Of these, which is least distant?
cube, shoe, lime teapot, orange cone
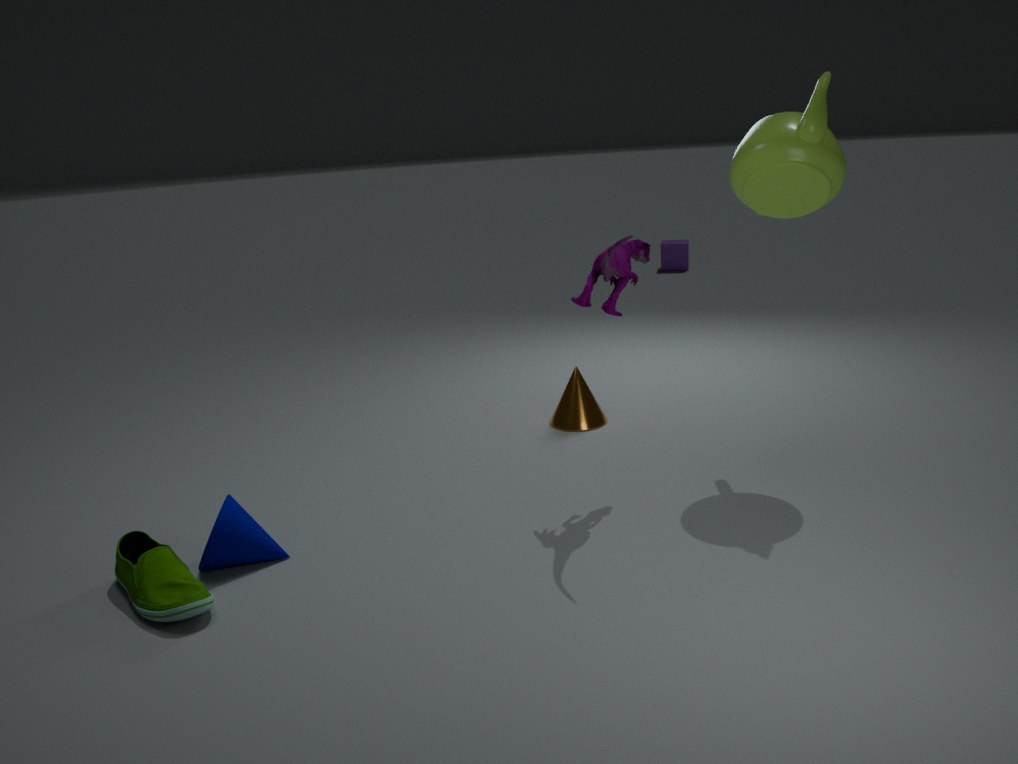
shoe
